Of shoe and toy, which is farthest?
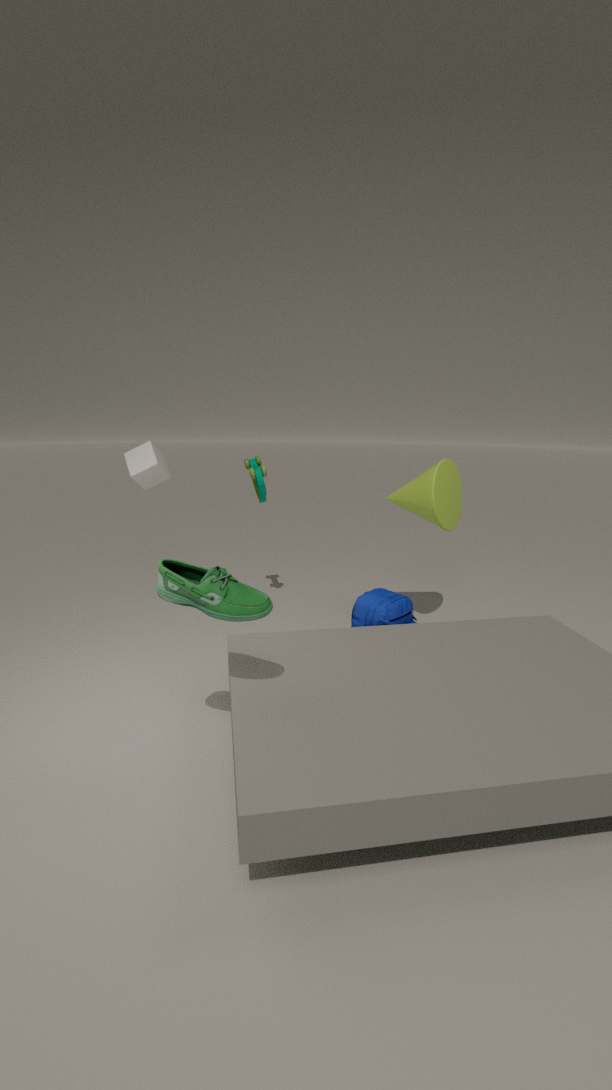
toy
